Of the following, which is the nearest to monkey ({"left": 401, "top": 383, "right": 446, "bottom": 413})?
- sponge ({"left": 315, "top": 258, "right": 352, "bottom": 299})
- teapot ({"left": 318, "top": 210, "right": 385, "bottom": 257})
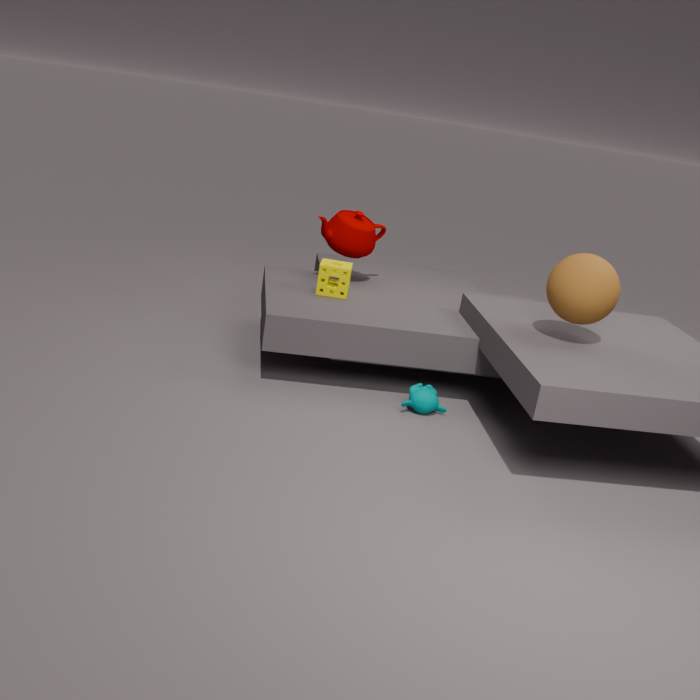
sponge ({"left": 315, "top": 258, "right": 352, "bottom": 299})
